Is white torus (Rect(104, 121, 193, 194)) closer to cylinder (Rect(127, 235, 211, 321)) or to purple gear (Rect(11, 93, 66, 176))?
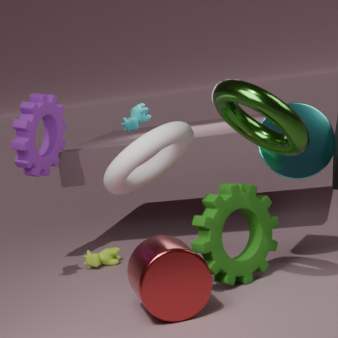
cylinder (Rect(127, 235, 211, 321))
